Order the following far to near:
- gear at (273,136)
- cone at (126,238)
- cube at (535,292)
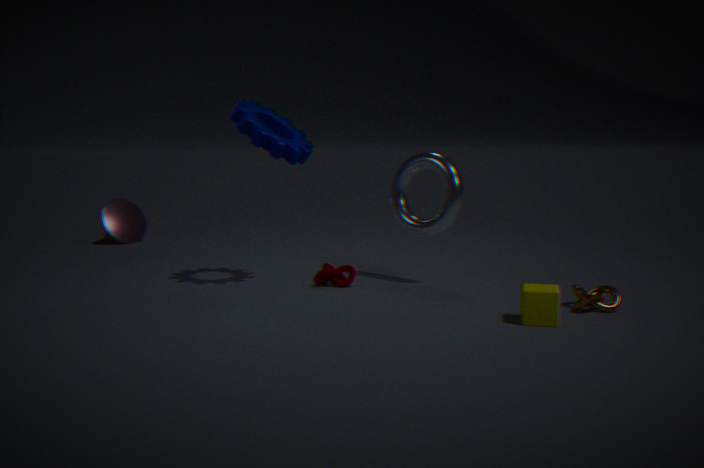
1. cone at (126,238)
2. gear at (273,136)
3. cube at (535,292)
